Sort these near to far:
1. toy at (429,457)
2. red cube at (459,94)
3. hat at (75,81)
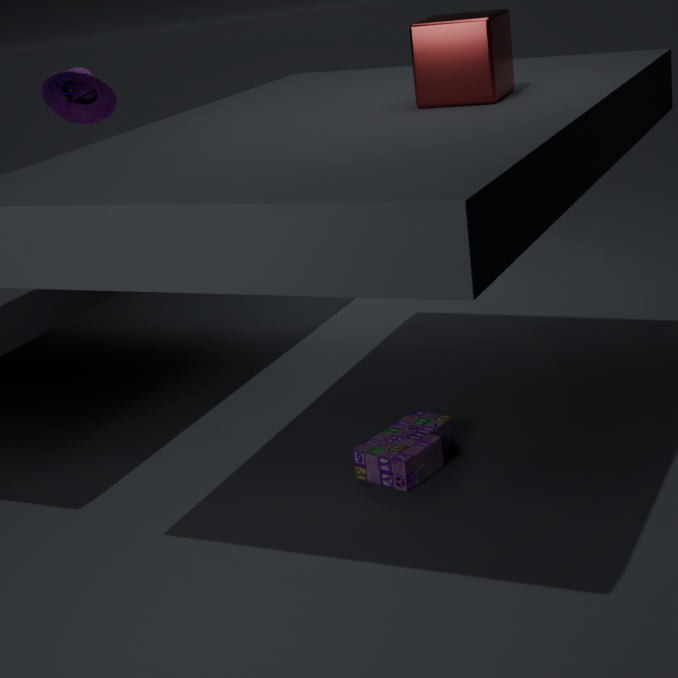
red cube at (459,94) < toy at (429,457) < hat at (75,81)
